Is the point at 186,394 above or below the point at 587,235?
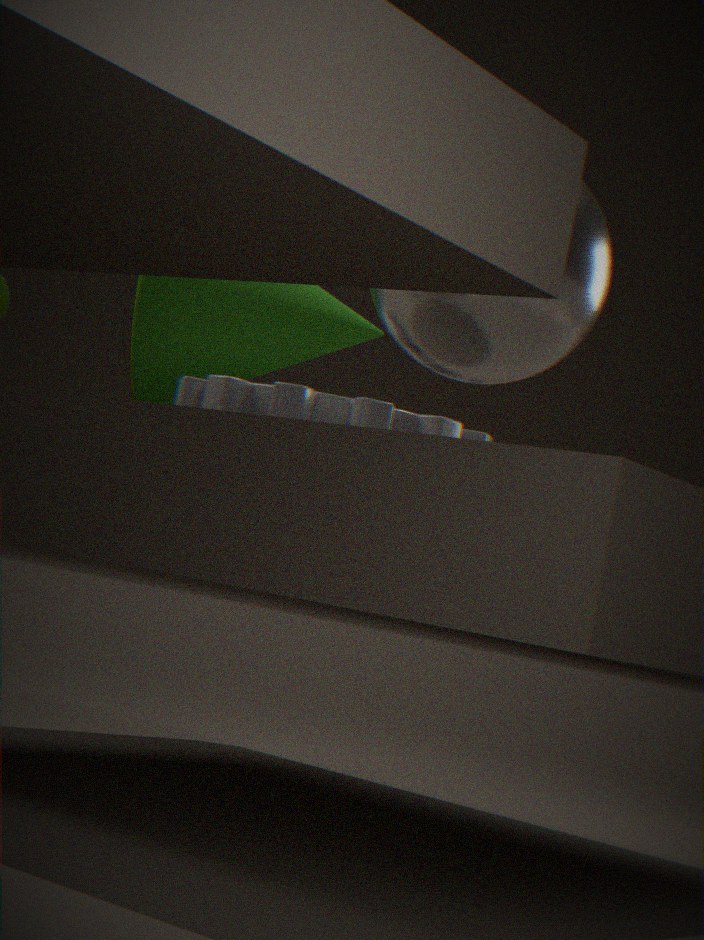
below
